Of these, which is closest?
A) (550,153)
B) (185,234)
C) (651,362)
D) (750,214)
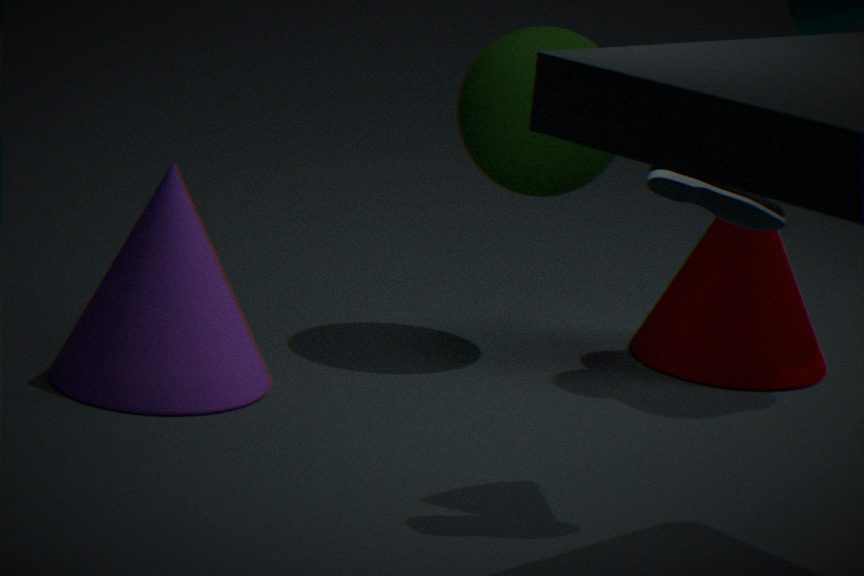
(750,214)
